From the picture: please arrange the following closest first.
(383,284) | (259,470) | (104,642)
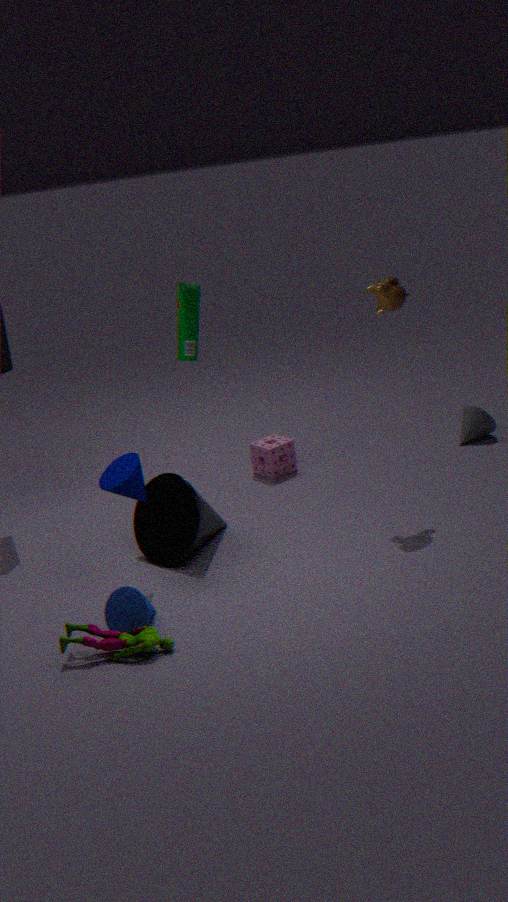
1. (104,642)
2. (383,284)
3. (259,470)
